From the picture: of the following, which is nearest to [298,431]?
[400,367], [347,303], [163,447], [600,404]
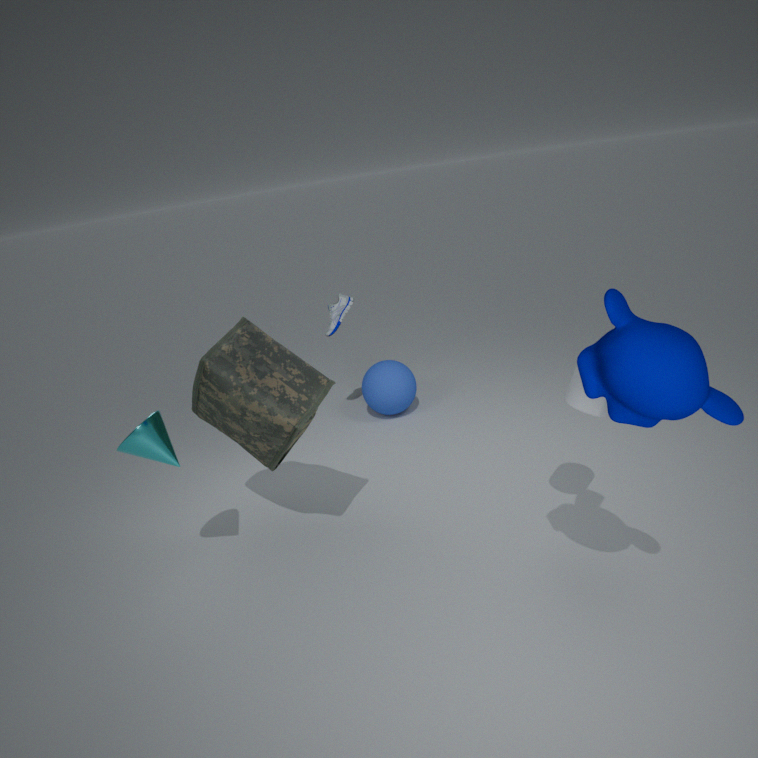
[163,447]
